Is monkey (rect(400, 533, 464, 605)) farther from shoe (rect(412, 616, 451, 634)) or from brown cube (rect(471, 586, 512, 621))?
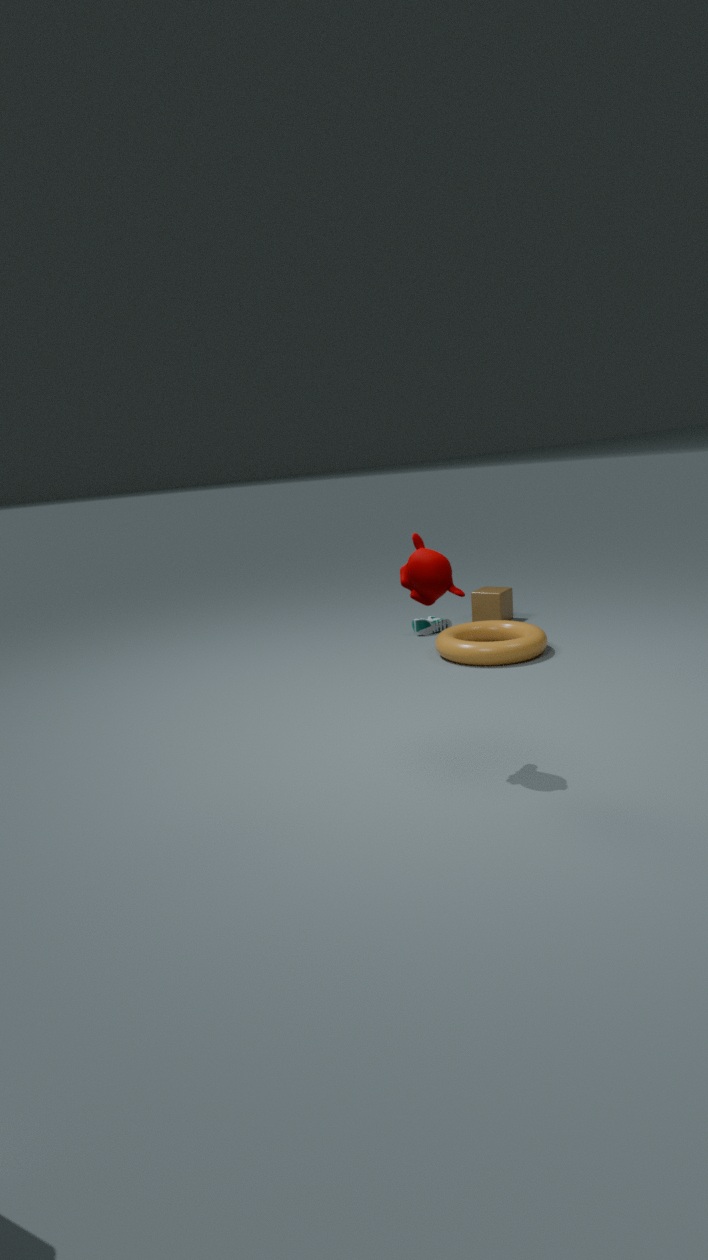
brown cube (rect(471, 586, 512, 621))
